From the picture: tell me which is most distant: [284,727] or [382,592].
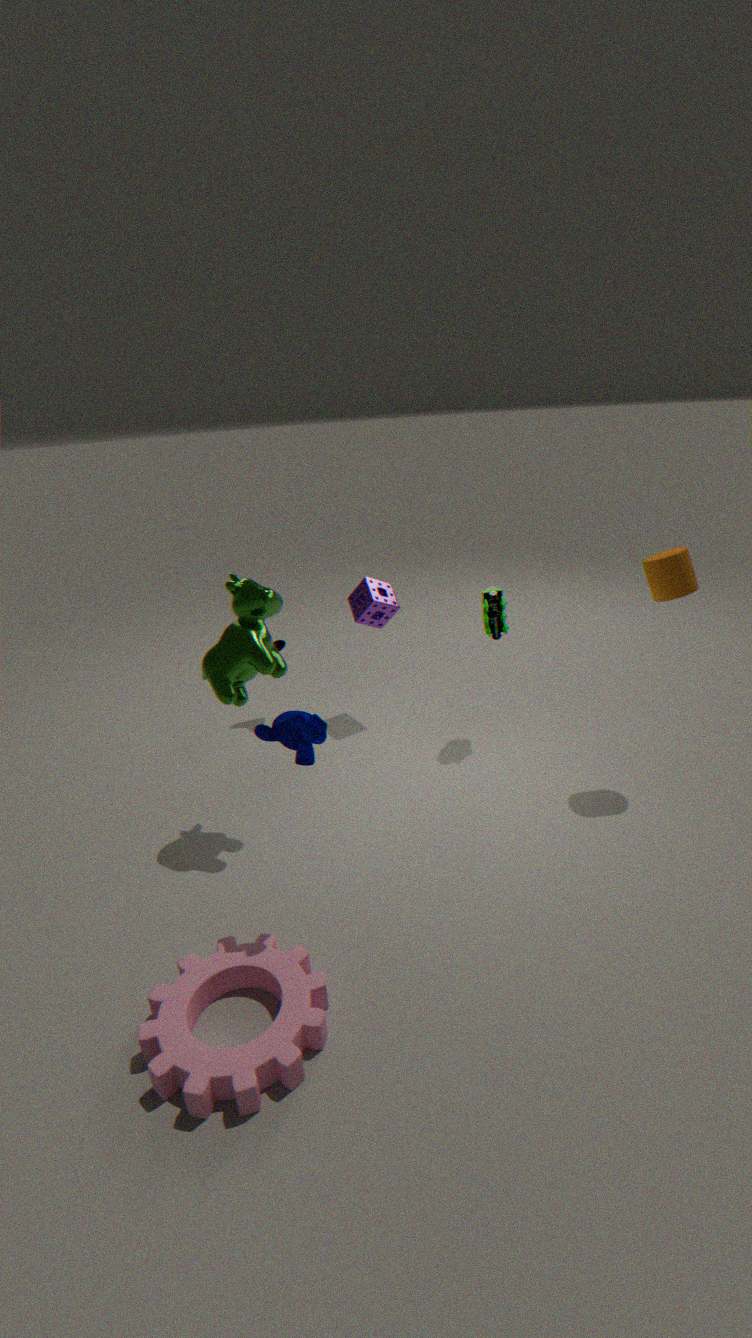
[382,592]
